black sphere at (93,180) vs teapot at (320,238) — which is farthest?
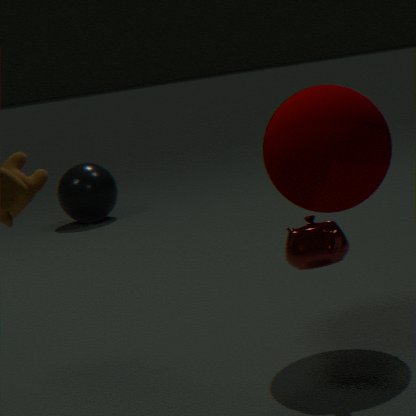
black sphere at (93,180)
